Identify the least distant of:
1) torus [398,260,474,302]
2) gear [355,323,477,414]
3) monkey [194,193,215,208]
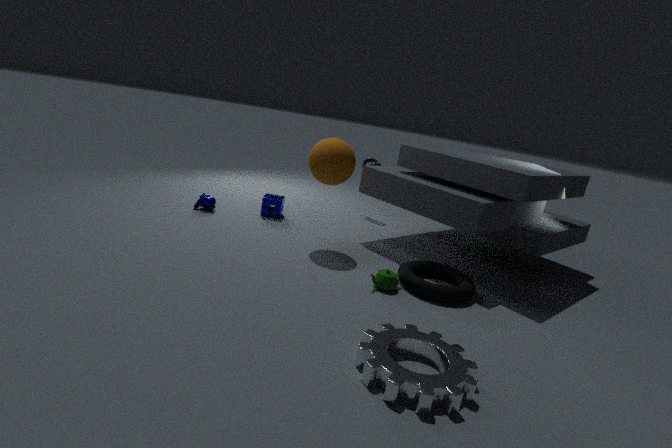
2. gear [355,323,477,414]
